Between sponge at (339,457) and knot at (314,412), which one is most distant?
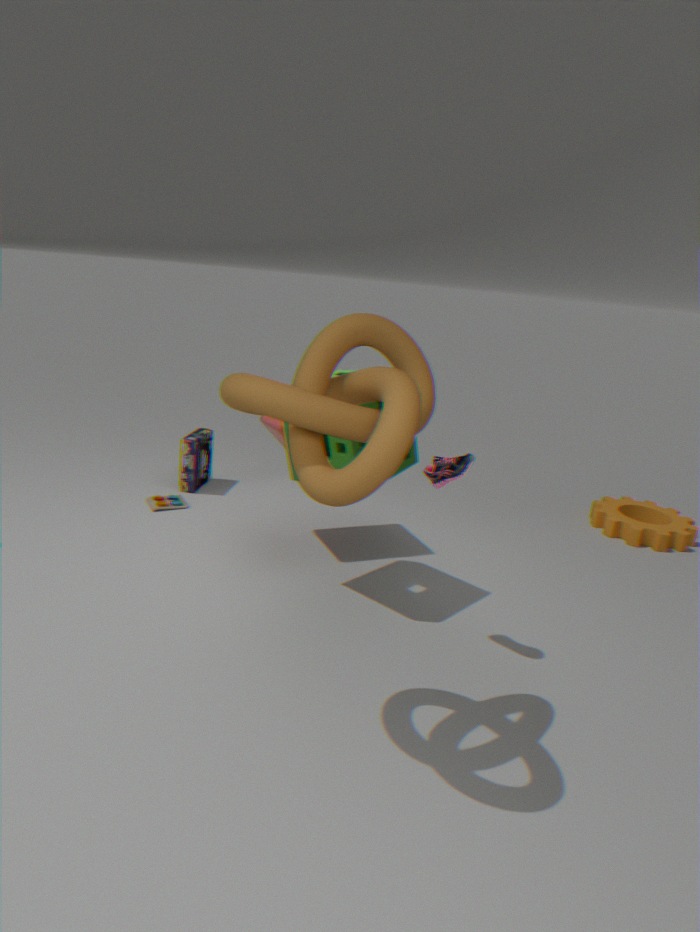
sponge at (339,457)
